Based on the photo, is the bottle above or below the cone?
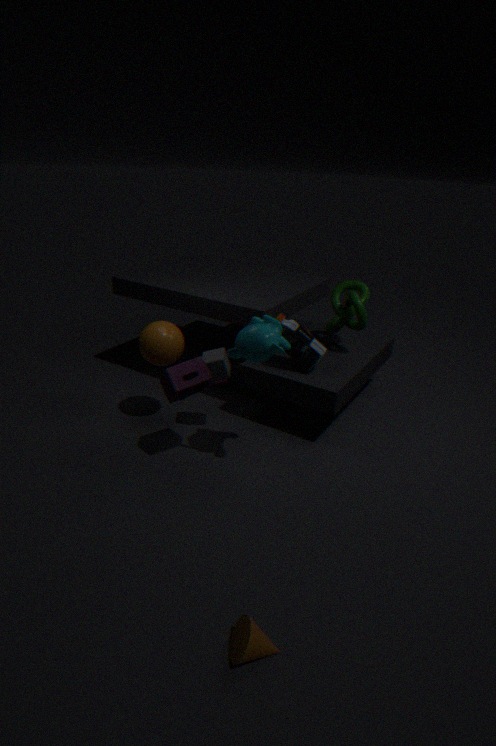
above
